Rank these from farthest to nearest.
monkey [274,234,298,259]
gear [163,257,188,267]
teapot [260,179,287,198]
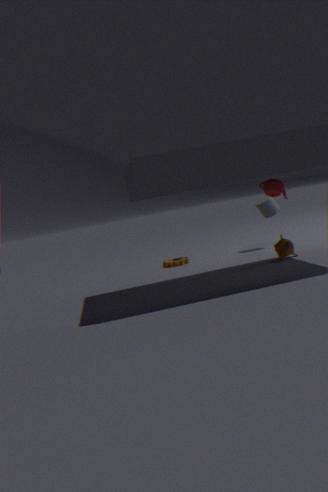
gear [163,257,188,267] → monkey [274,234,298,259] → teapot [260,179,287,198]
